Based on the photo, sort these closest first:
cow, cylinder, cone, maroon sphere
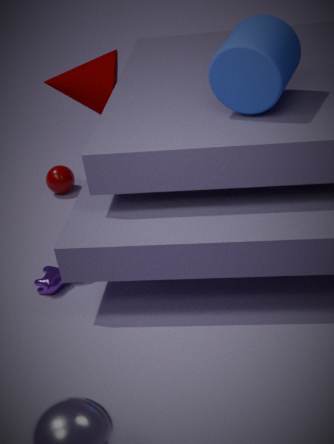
cylinder < cow < cone < maroon sphere
